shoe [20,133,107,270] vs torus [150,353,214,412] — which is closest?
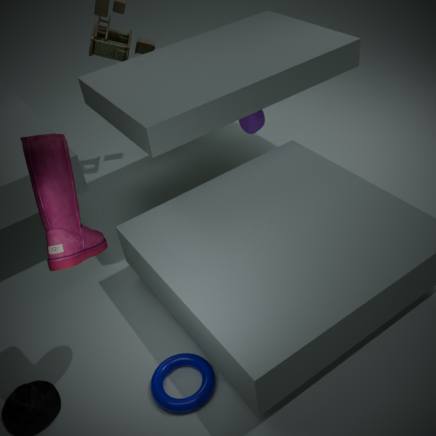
shoe [20,133,107,270]
